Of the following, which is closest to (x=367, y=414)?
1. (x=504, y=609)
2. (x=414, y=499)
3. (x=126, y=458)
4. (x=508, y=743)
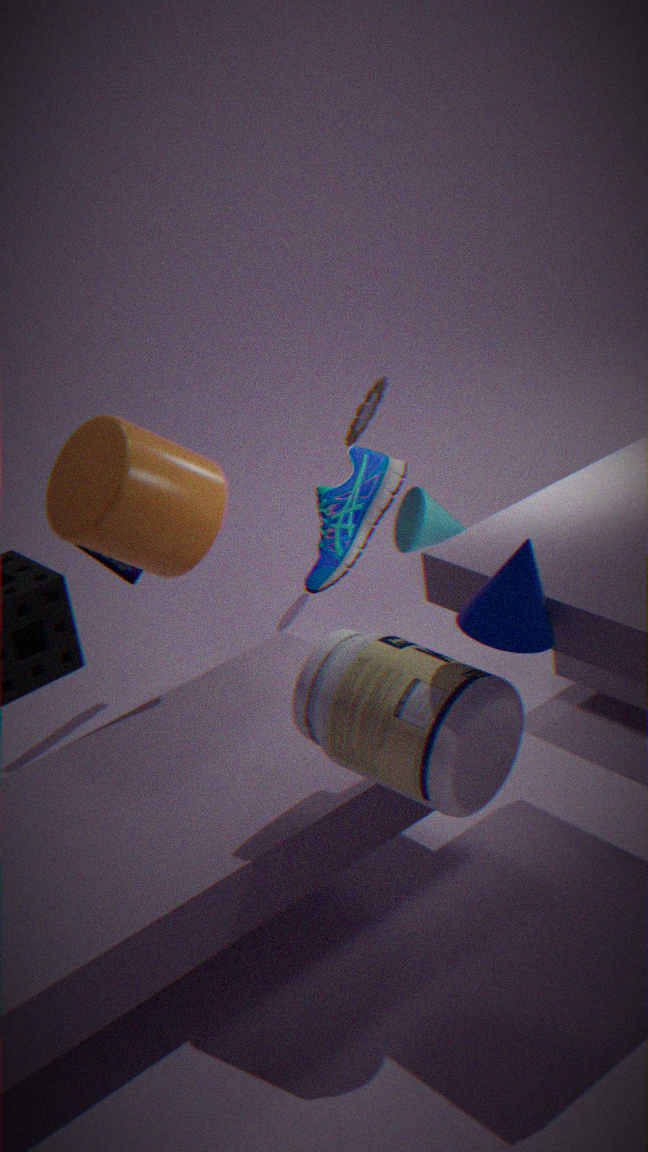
(x=414, y=499)
